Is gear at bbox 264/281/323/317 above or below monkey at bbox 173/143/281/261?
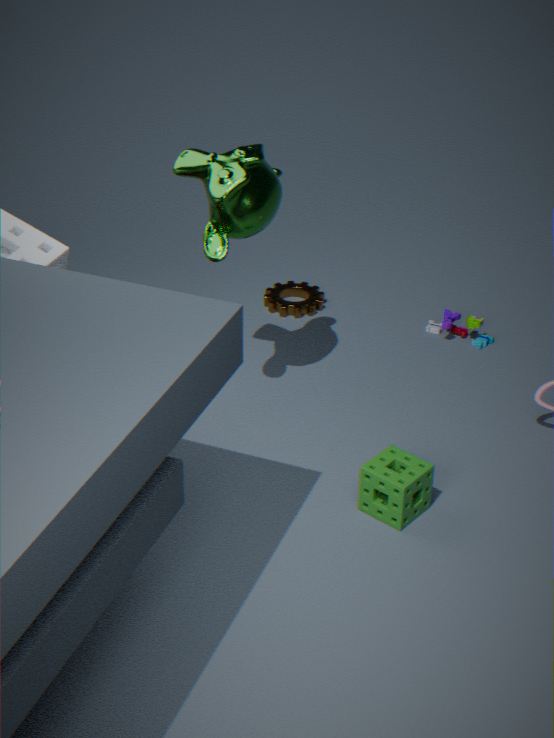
below
